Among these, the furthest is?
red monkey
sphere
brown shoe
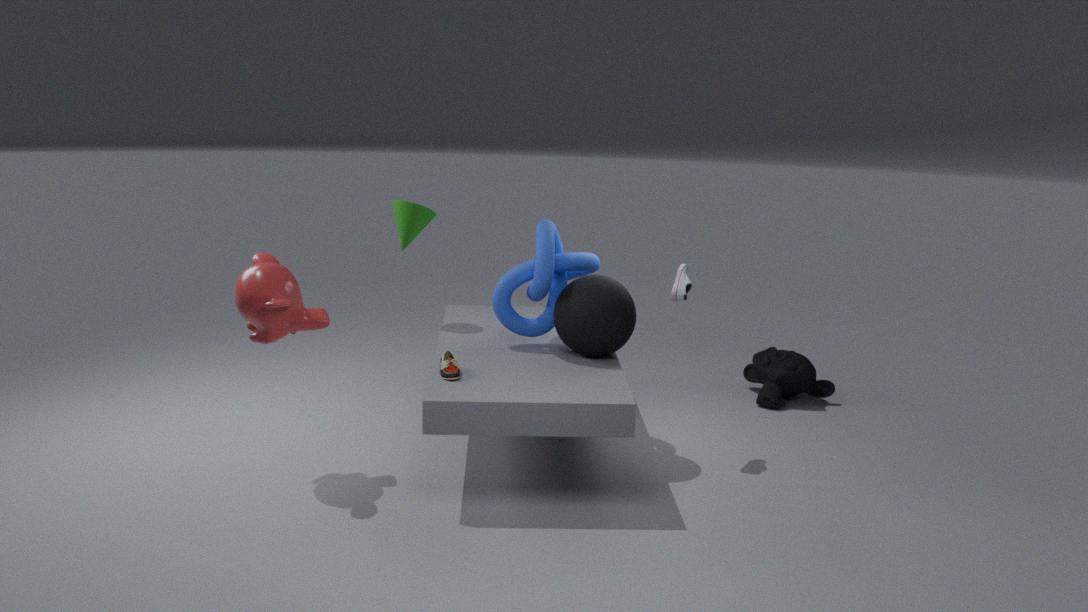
sphere
